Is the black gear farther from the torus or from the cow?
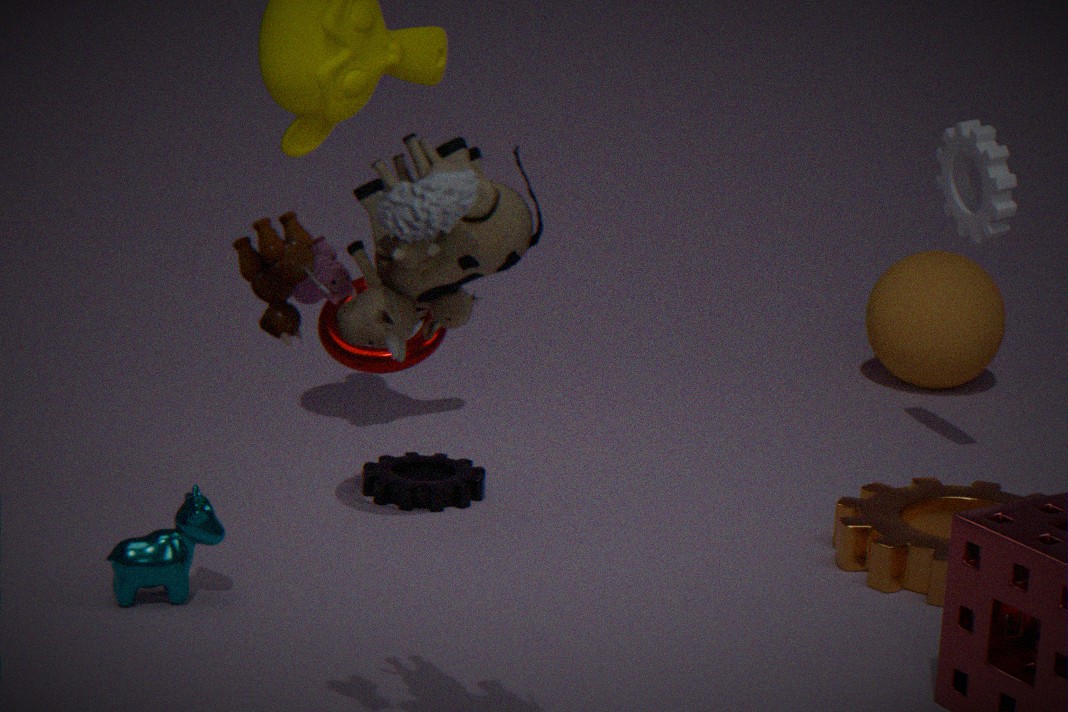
the cow
